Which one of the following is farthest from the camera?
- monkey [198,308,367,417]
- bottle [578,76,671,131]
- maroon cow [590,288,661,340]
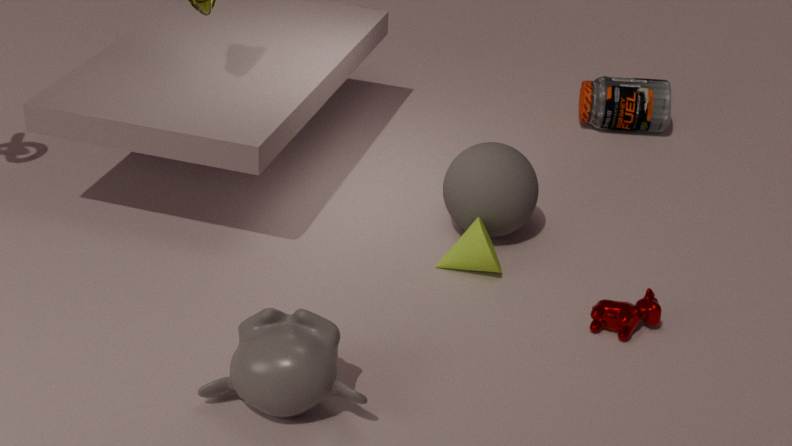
bottle [578,76,671,131]
